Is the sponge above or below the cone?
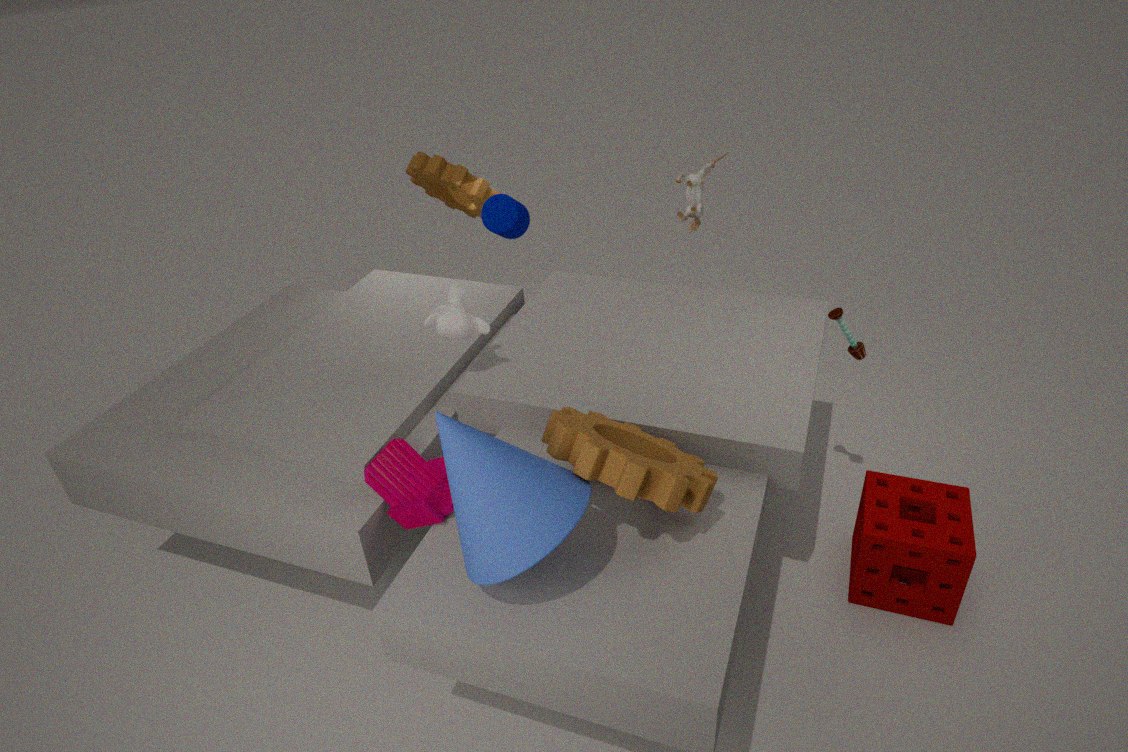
below
